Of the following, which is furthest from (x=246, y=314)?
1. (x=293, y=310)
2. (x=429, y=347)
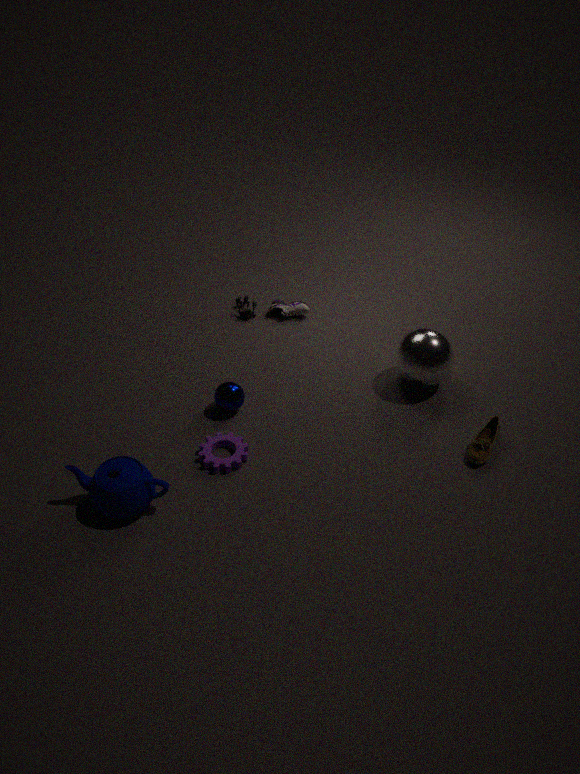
(x=429, y=347)
